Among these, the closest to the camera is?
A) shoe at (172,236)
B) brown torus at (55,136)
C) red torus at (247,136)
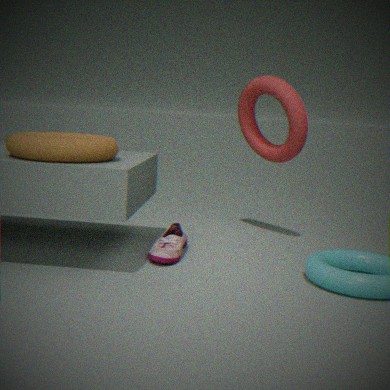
brown torus at (55,136)
